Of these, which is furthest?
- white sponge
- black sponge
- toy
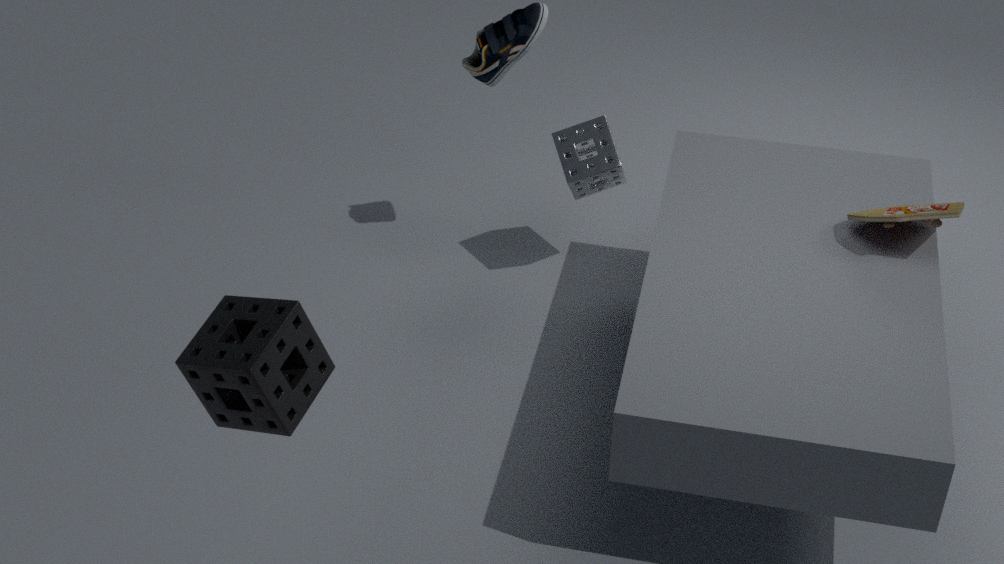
white sponge
